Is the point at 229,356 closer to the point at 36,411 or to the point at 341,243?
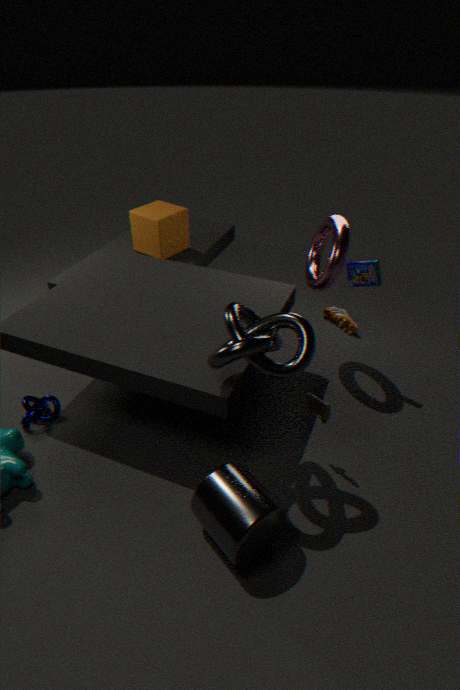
the point at 341,243
